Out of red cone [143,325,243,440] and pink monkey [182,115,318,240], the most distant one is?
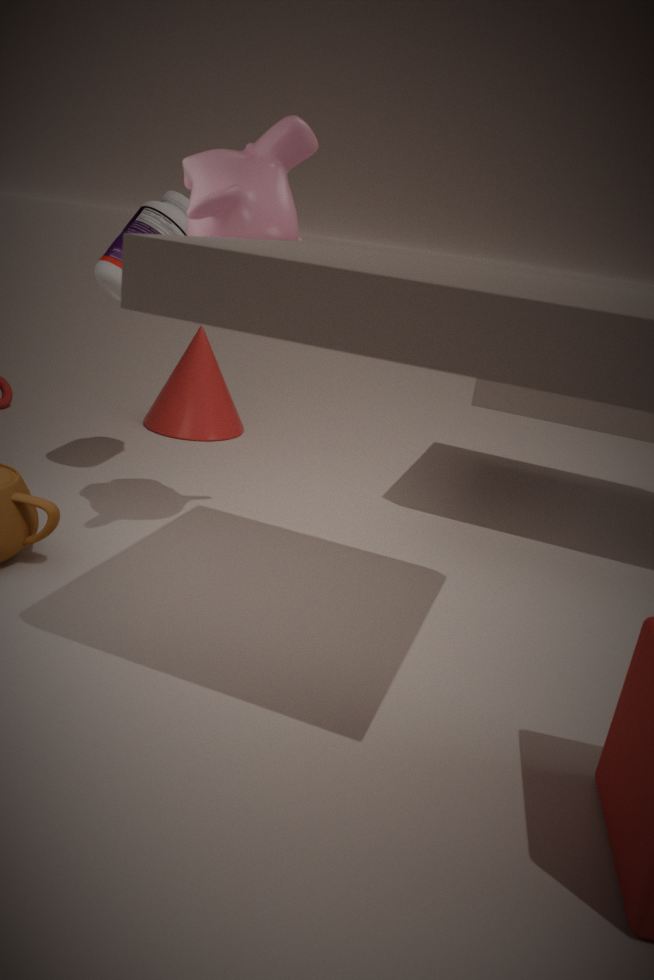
red cone [143,325,243,440]
